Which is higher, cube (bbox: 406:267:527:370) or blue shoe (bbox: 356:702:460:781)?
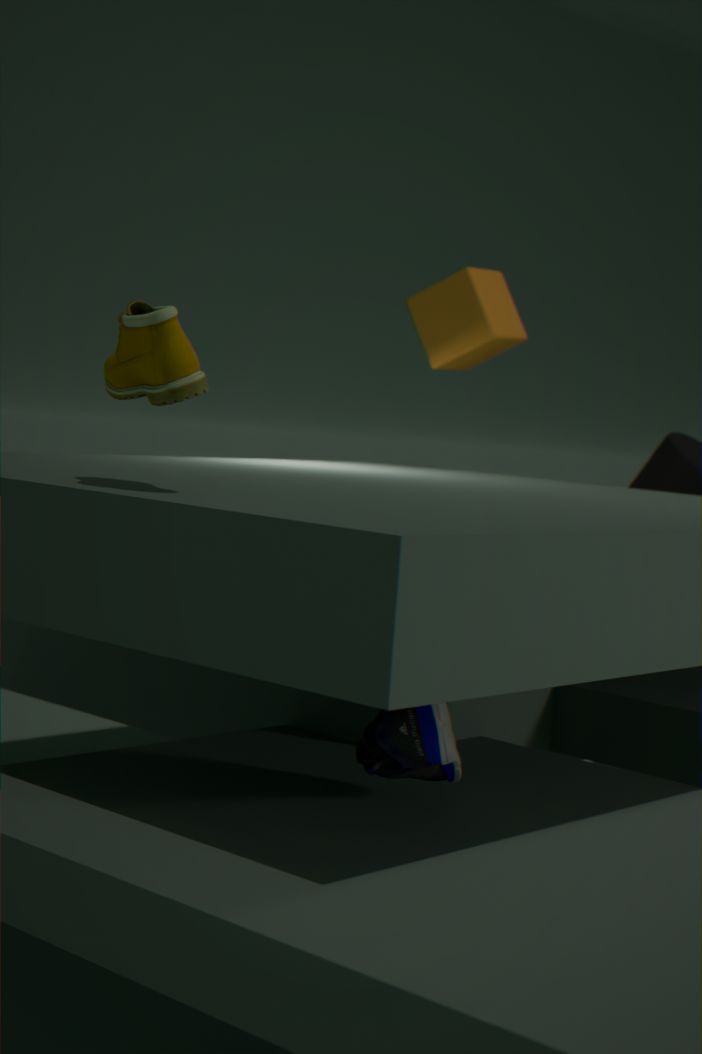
cube (bbox: 406:267:527:370)
